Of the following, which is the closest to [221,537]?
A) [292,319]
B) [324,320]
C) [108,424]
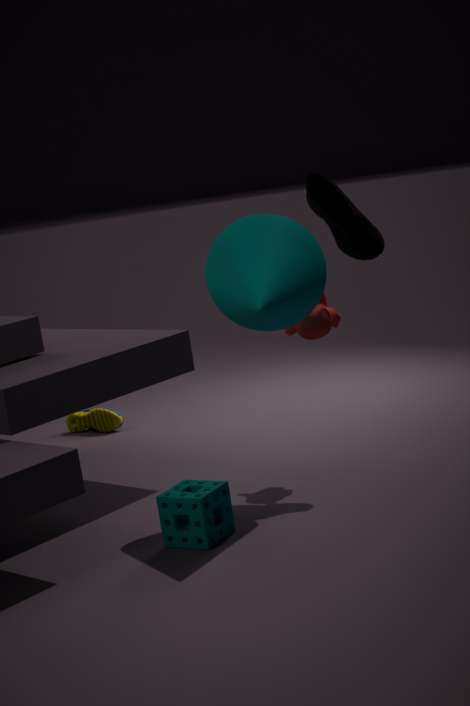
[292,319]
